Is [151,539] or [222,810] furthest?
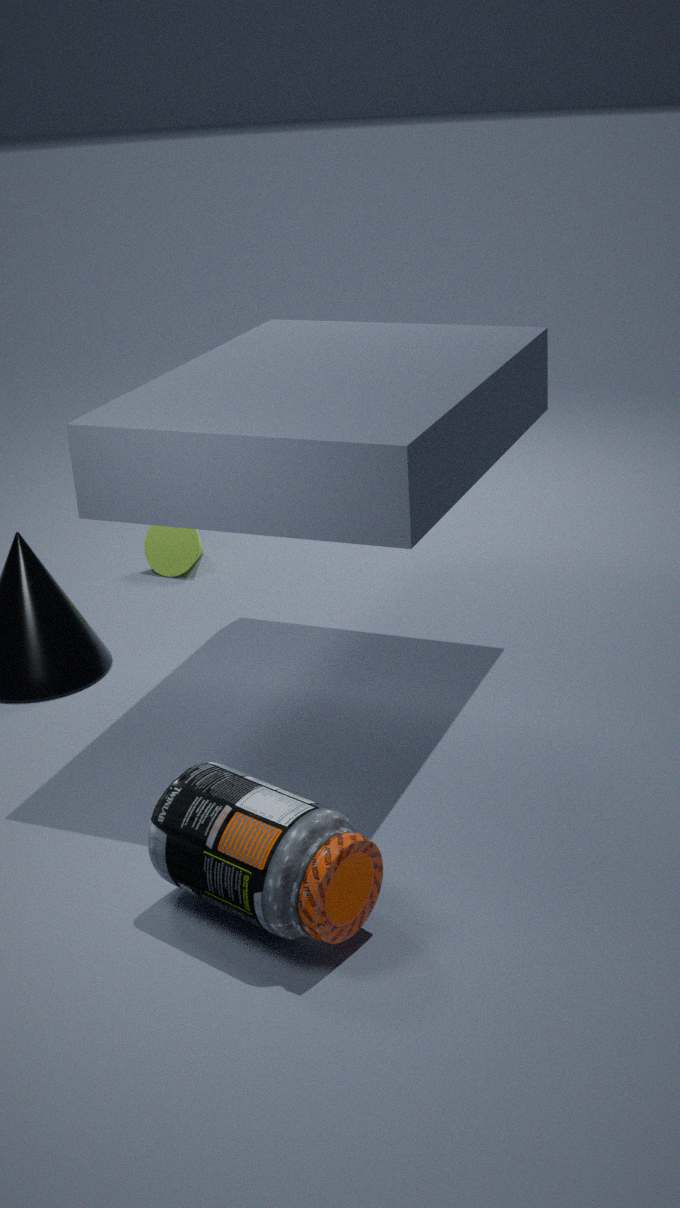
[151,539]
